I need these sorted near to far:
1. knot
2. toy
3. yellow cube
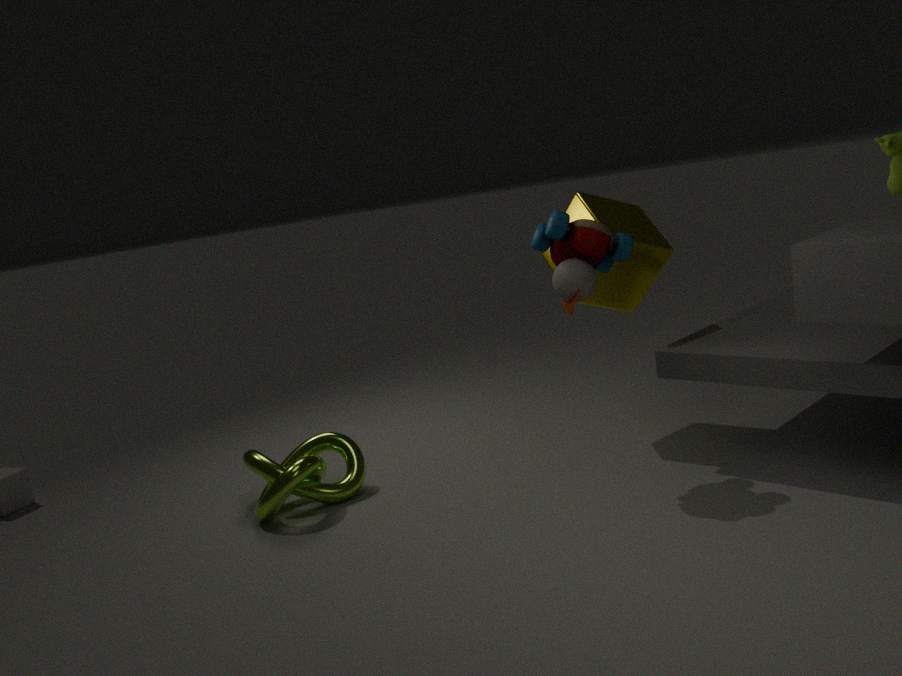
toy
knot
yellow cube
